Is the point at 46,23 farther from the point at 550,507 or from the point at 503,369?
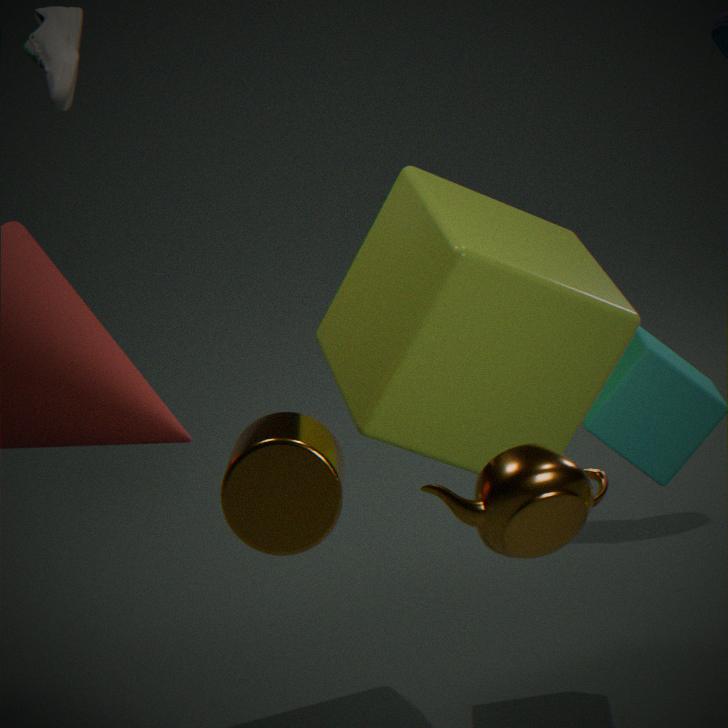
the point at 550,507
